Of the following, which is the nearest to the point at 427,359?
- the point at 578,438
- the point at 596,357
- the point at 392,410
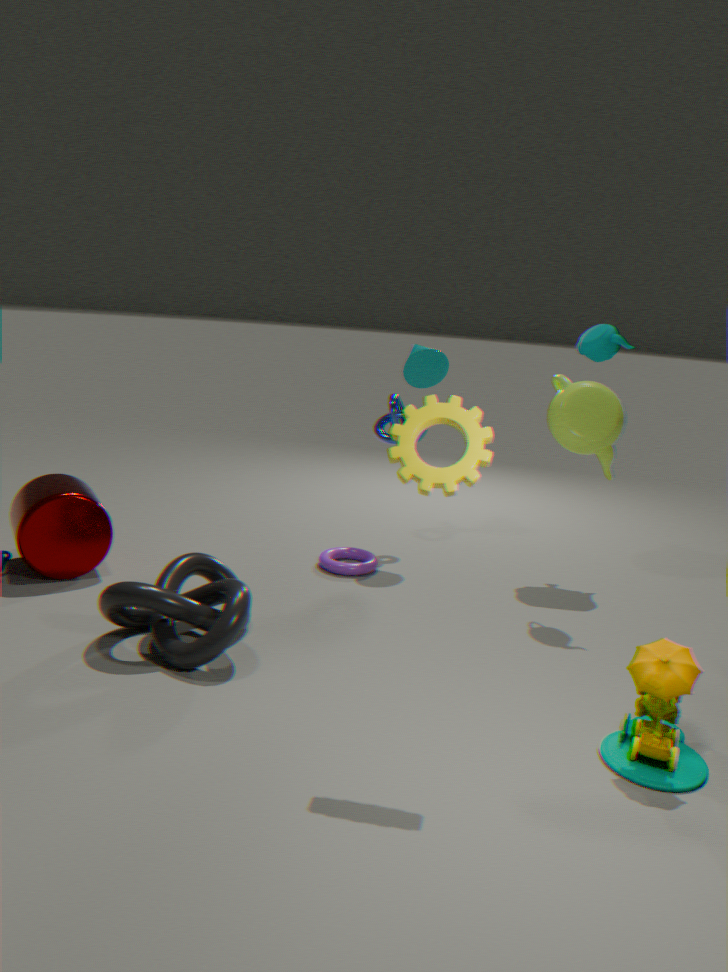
the point at 392,410
